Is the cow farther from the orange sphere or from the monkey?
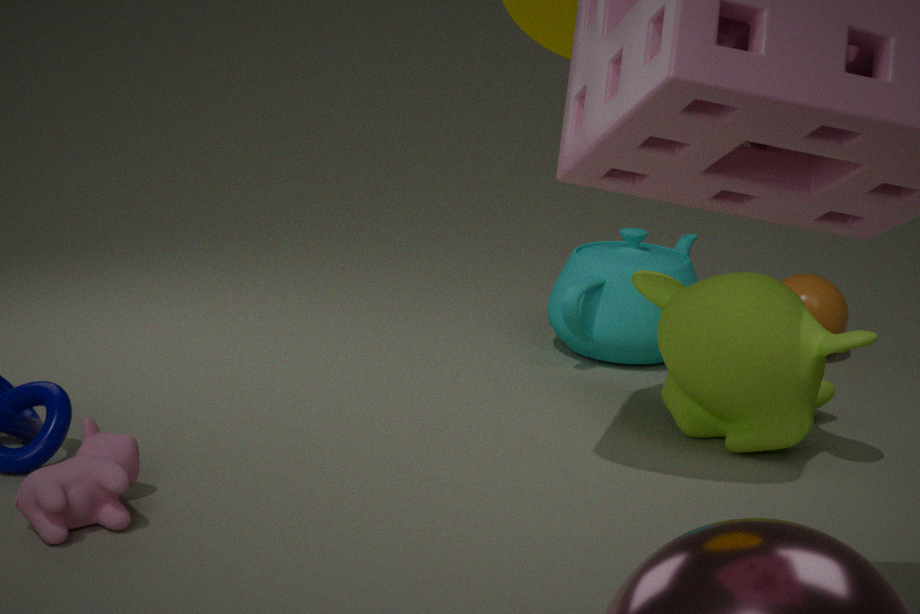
the orange sphere
